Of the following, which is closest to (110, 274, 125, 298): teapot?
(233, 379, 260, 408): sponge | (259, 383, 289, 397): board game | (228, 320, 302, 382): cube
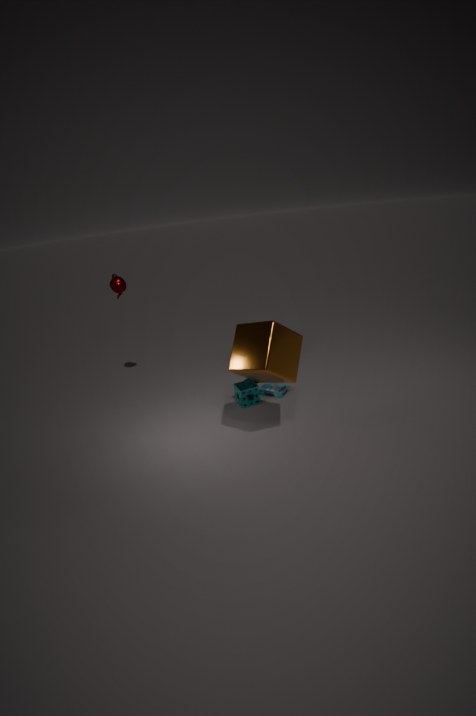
(233, 379, 260, 408): sponge
